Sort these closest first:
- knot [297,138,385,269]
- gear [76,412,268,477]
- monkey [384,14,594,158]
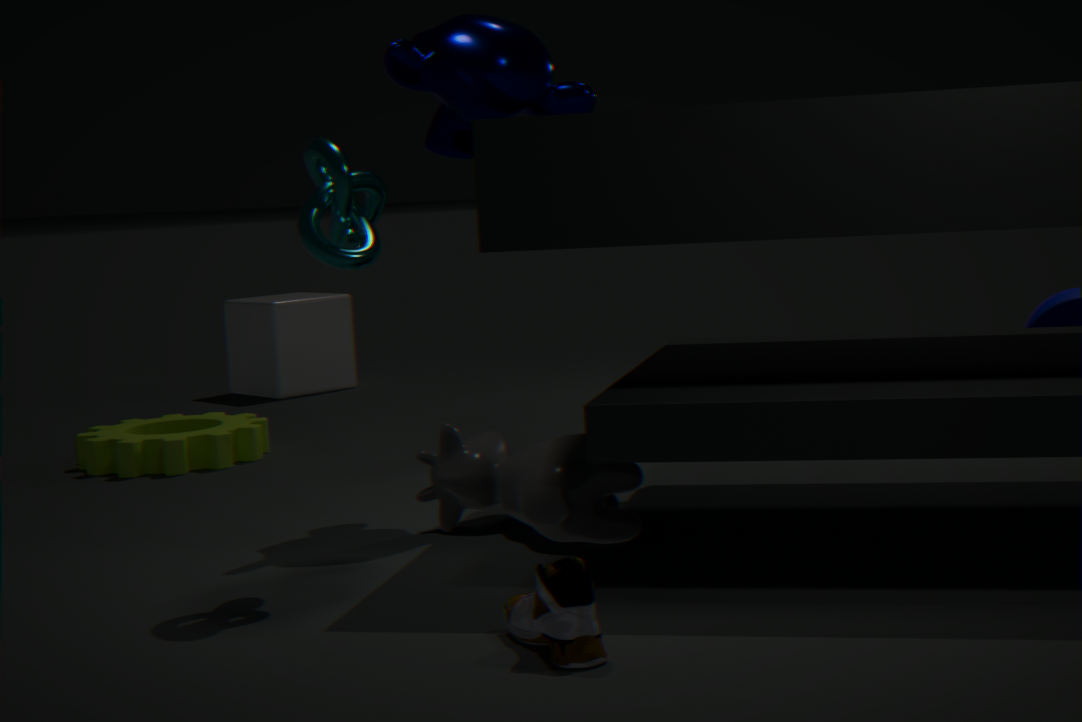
knot [297,138,385,269]
monkey [384,14,594,158]
gear [76,412,268,477]
